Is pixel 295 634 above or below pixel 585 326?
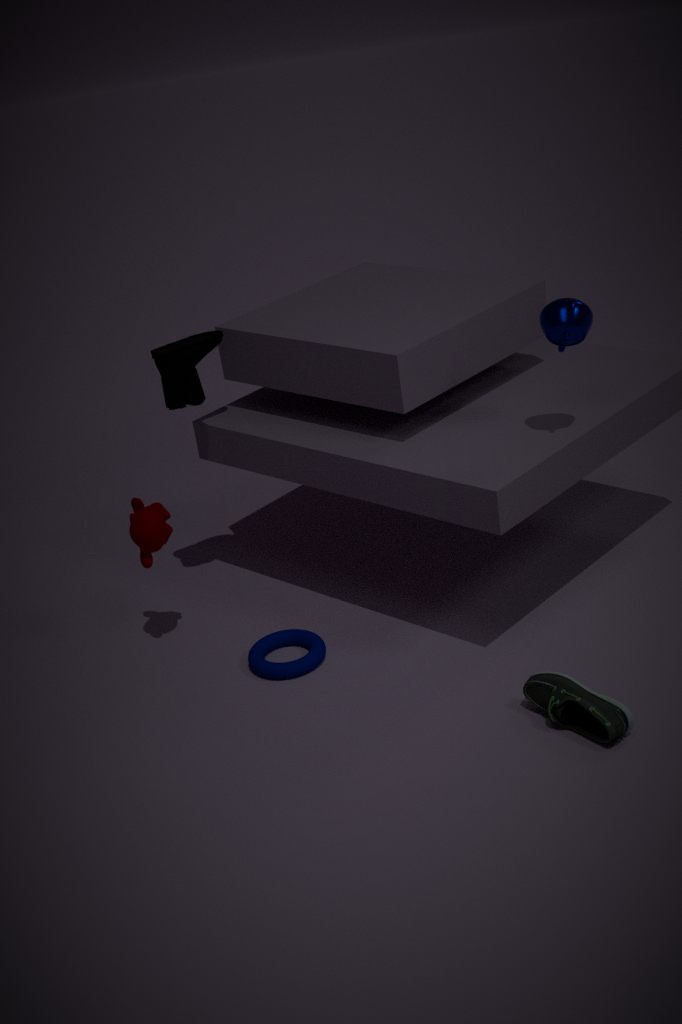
below
